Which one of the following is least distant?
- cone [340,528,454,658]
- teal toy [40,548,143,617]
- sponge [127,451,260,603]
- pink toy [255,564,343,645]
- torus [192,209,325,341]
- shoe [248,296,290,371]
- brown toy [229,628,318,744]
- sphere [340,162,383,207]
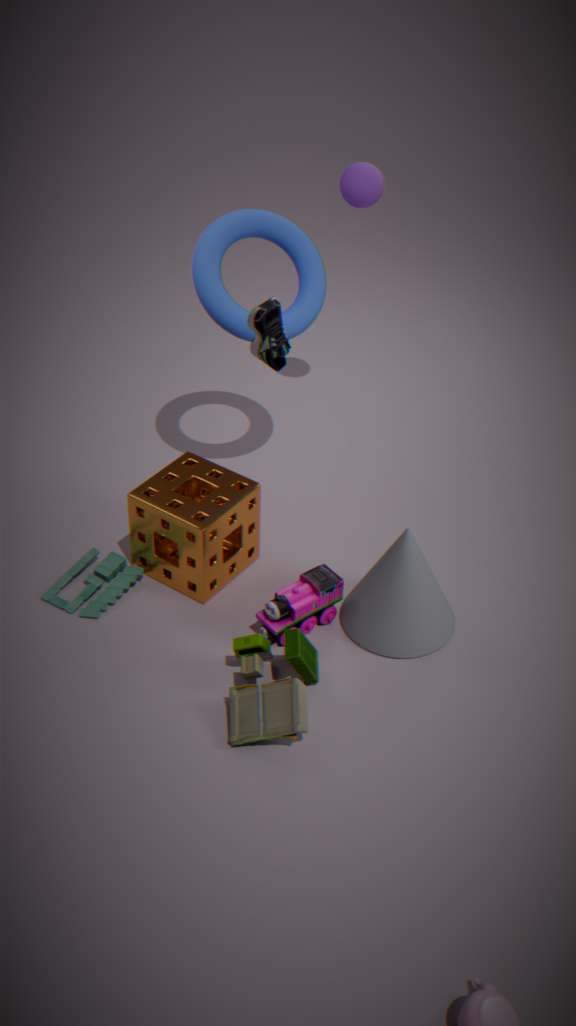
brown toy [229,628,318,744]
